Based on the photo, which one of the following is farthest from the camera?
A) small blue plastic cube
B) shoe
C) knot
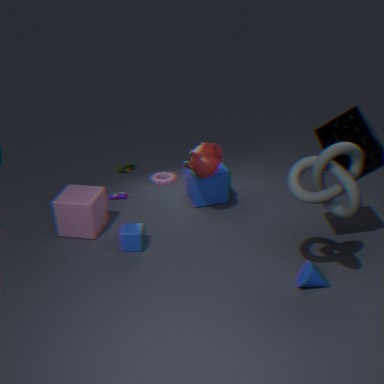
shoe
